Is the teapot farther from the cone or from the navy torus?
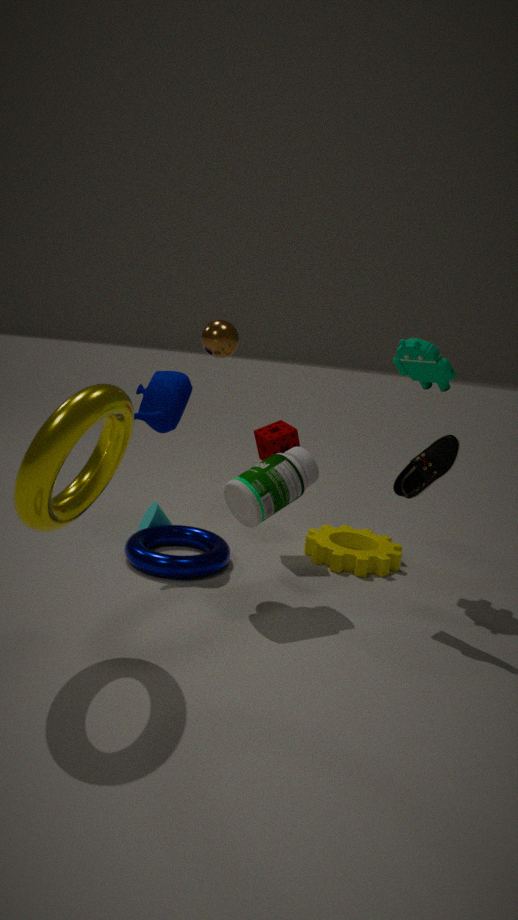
the navy torus
